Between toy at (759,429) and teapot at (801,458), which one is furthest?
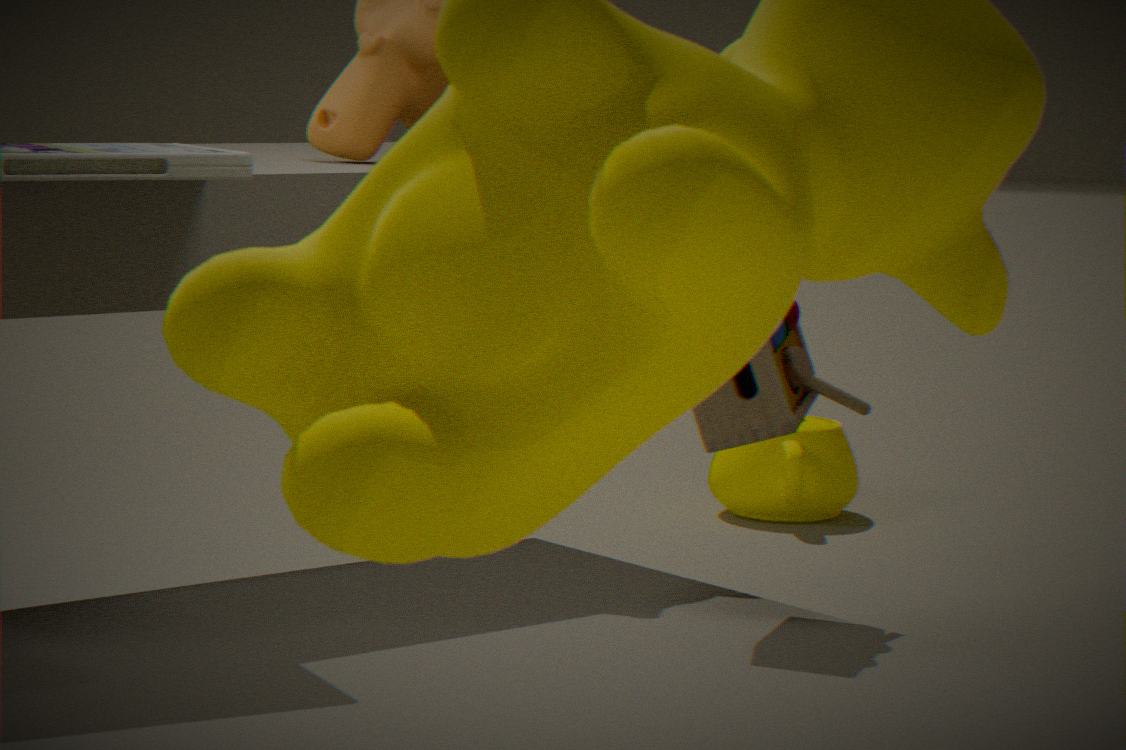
teapot at (801,458)
